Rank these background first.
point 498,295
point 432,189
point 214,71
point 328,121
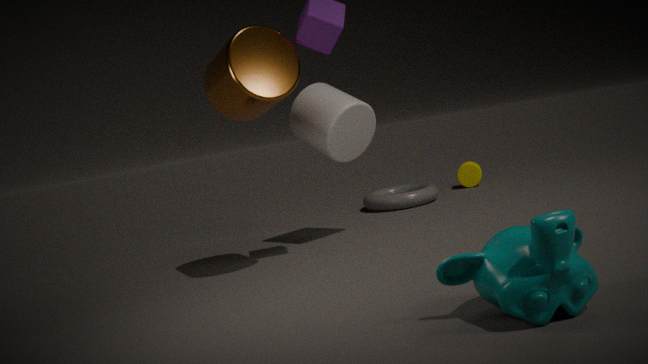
point 432,189, point 328,121, point 214,71, point 498,295
